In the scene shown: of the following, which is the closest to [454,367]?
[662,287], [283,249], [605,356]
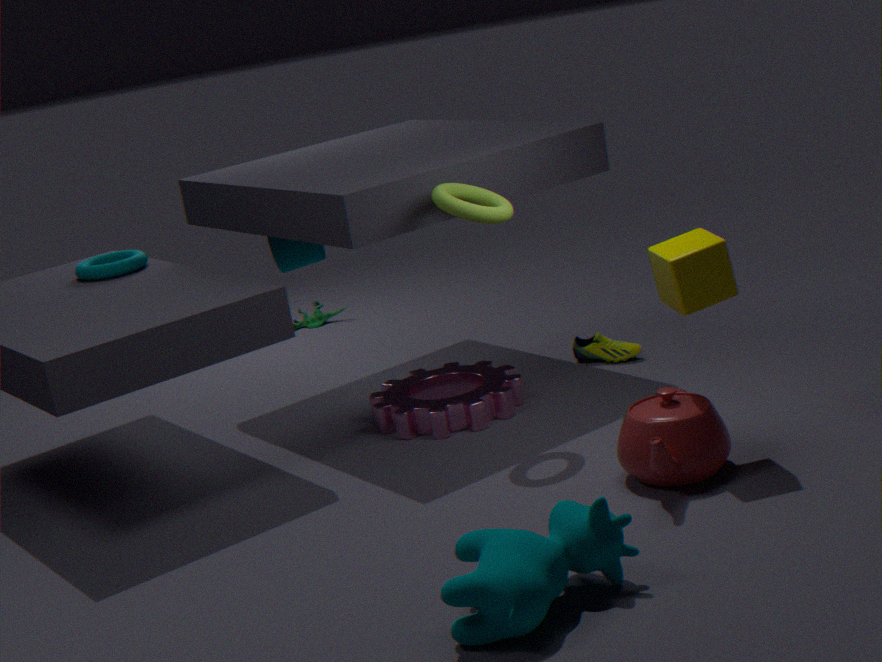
[605,356]
